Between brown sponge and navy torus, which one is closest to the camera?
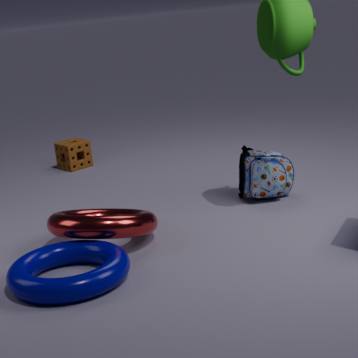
navy torus
